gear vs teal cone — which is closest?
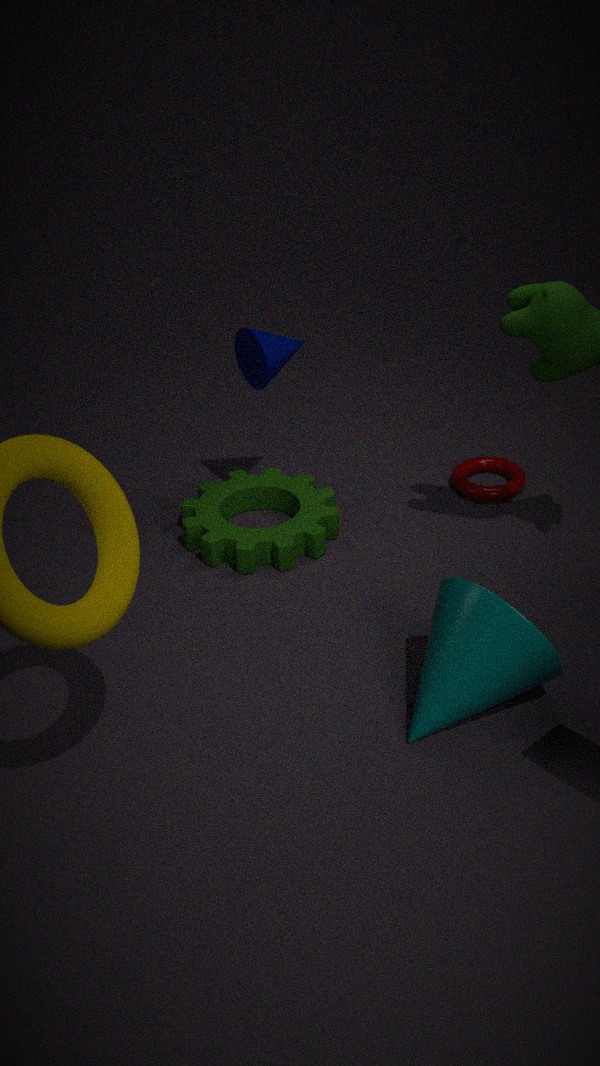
teal cone
